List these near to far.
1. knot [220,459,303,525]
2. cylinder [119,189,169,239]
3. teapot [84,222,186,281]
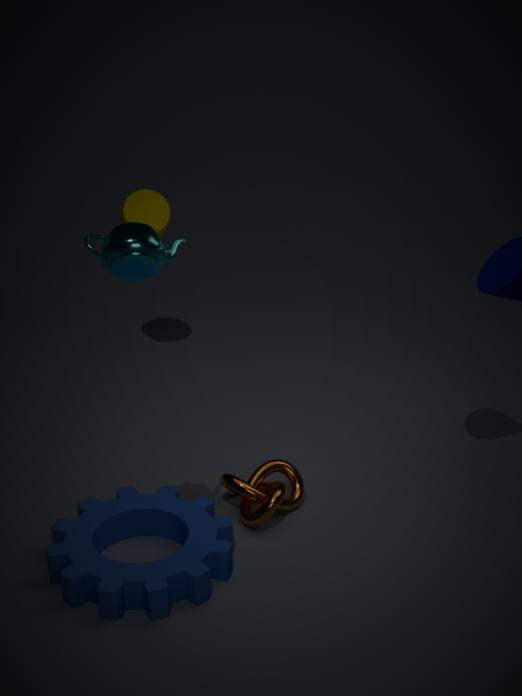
teapot [84,222,186,281]
knot [220,459,303,525]
cylinder [119,189,169,239]
